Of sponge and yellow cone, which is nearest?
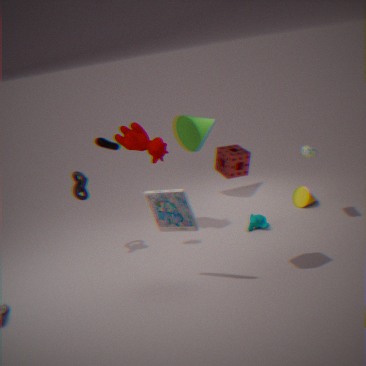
sponge
